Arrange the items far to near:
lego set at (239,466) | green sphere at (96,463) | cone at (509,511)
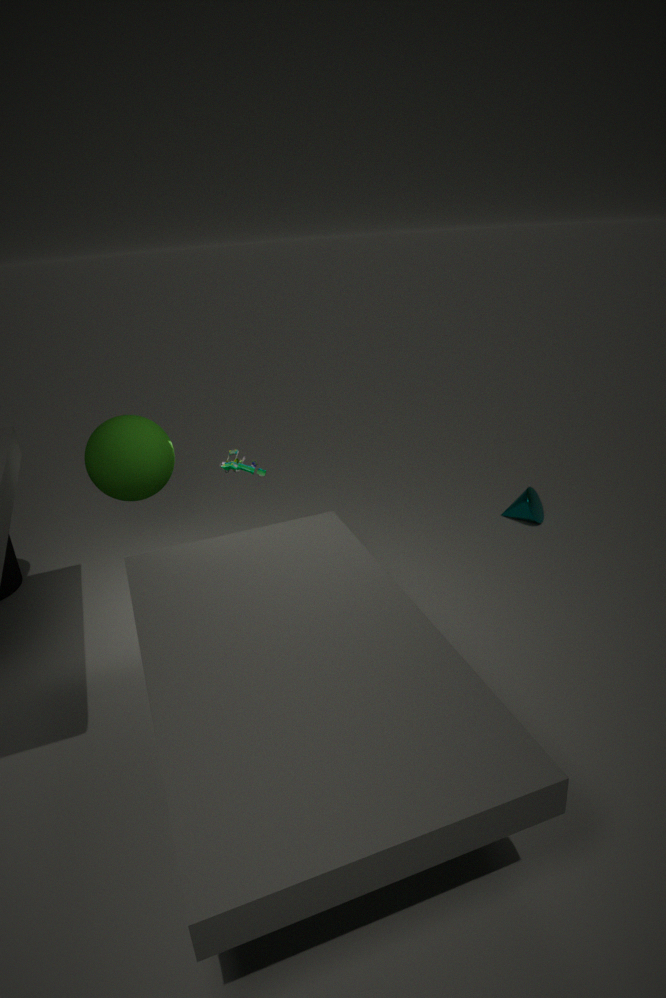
cone at (509,511) → lego set at (239,466) → green sphere at (96,463)
